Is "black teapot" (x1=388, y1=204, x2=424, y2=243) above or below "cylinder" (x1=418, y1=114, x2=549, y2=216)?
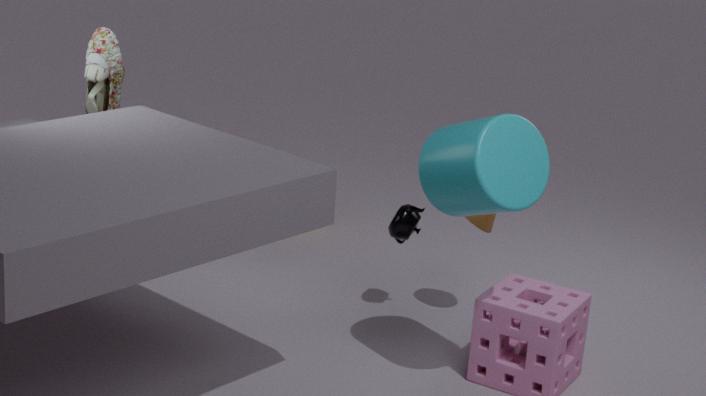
below
